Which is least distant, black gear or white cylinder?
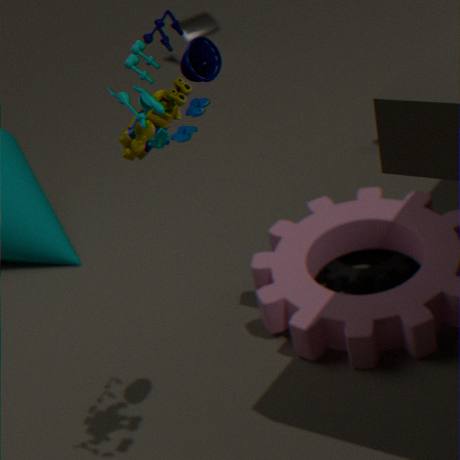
black gear
